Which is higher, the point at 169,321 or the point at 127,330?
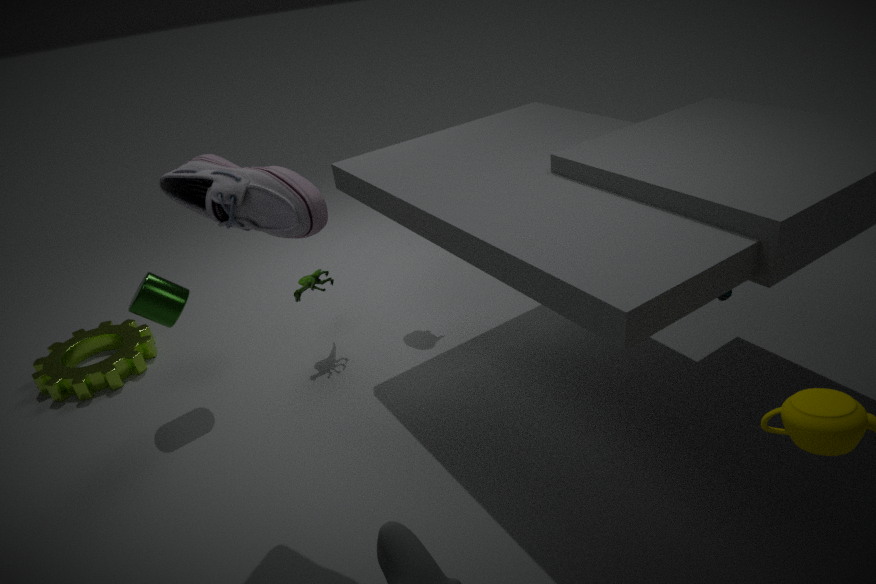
the point at 169,321
